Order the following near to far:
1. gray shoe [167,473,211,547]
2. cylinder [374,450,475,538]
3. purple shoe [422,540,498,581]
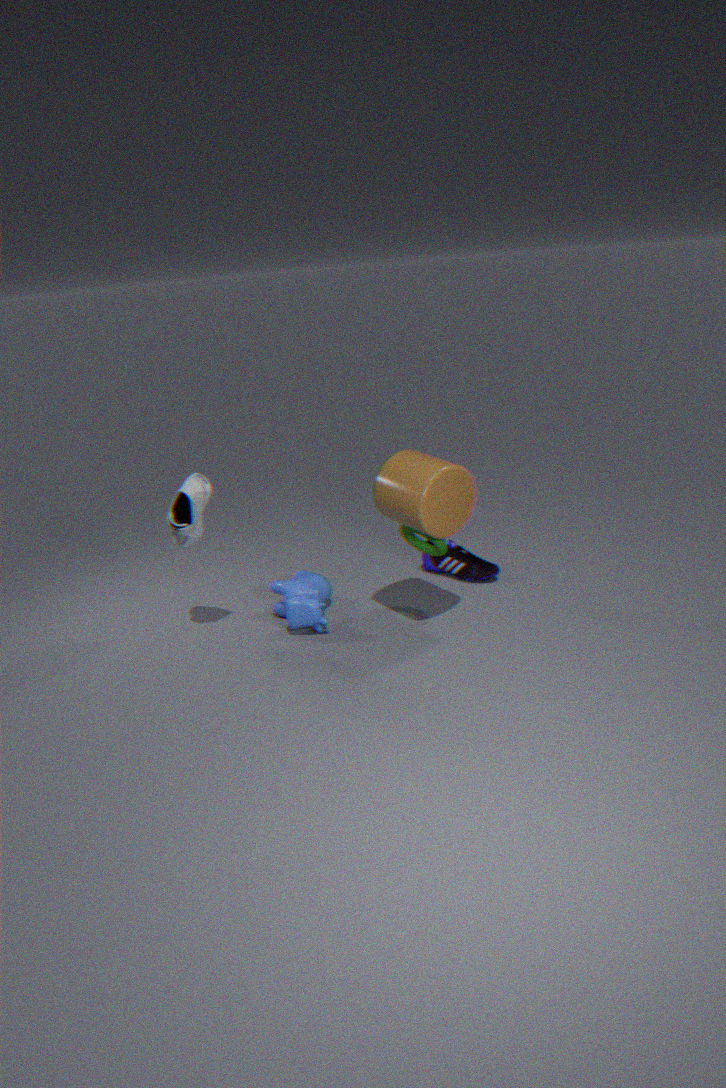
cylinder [374,450,475,538], gray shoe [167,473,211,547], purple shoe [422,540,498,581]
